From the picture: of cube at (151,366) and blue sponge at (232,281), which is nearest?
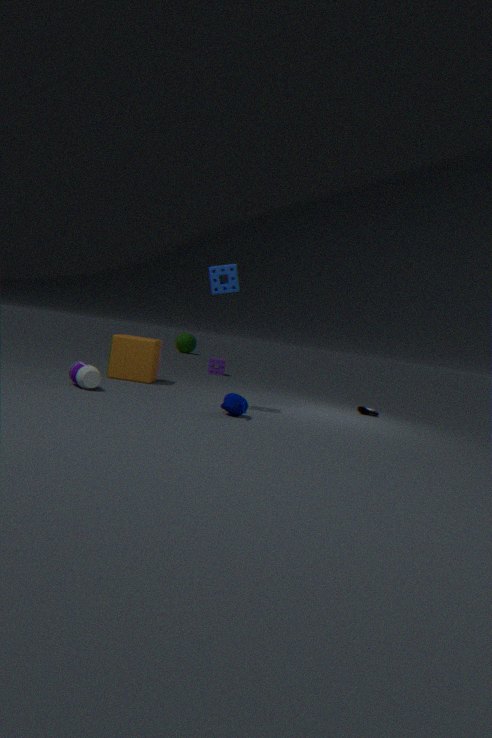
blue sponge at (232,281)
